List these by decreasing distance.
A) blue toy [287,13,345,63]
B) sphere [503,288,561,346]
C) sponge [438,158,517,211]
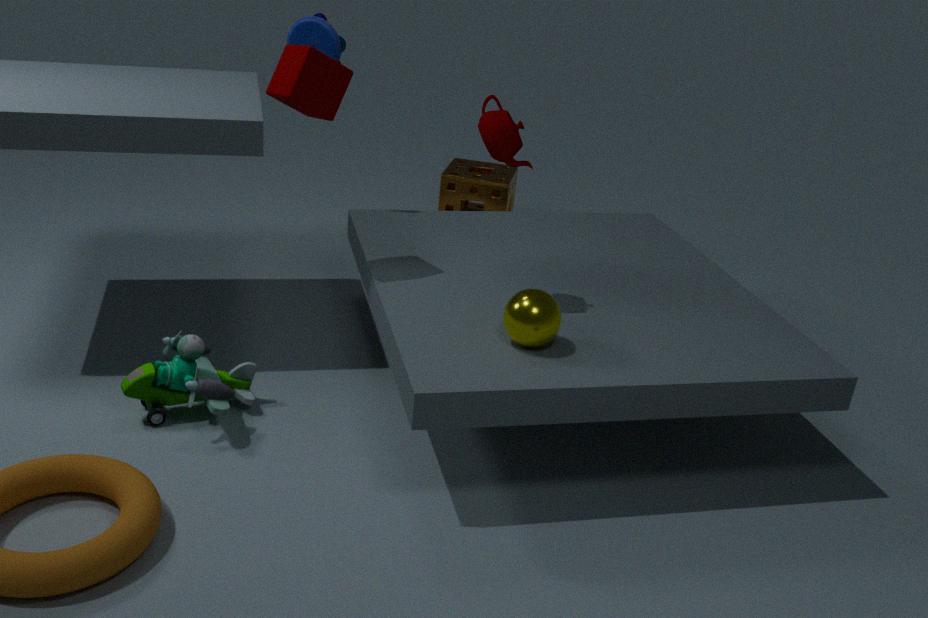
sponge [438,158,517,211] < blue toy [287,13,345,63] < sphere [503,288,561,346]
